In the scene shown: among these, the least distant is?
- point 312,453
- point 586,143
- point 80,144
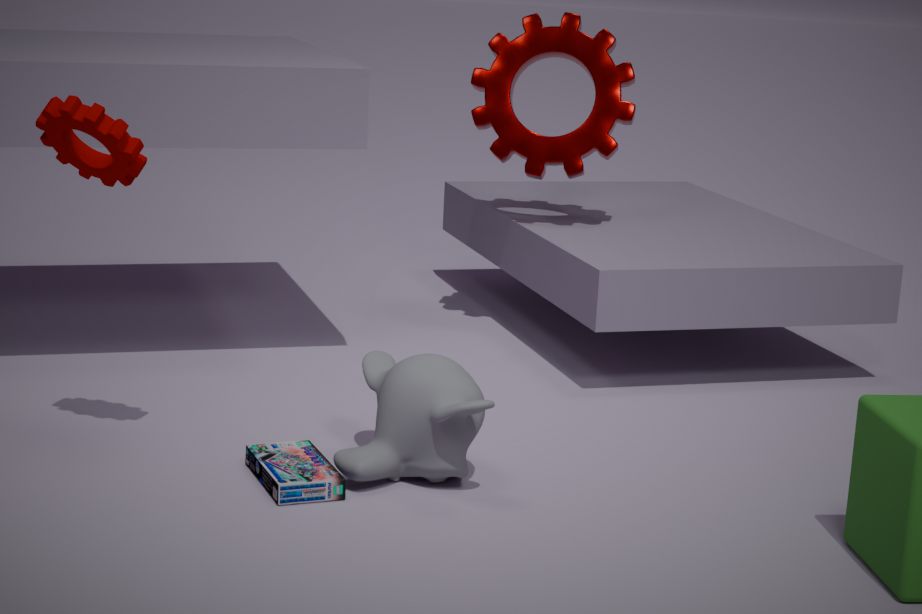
point 80,144
